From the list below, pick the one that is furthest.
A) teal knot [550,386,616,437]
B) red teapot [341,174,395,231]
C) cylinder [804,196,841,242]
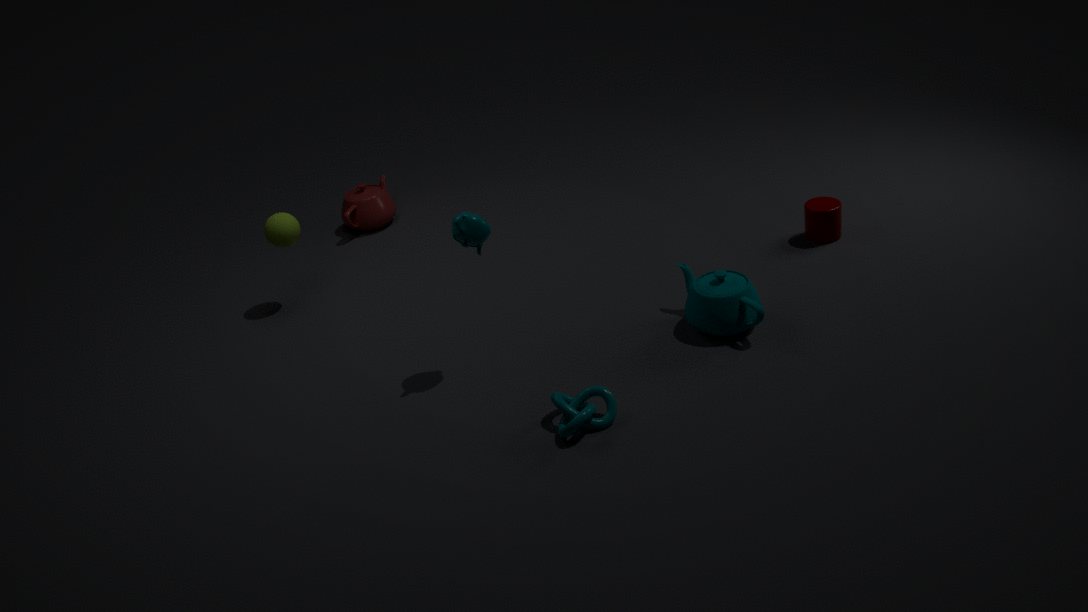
red teapot [341,174,395,231]
